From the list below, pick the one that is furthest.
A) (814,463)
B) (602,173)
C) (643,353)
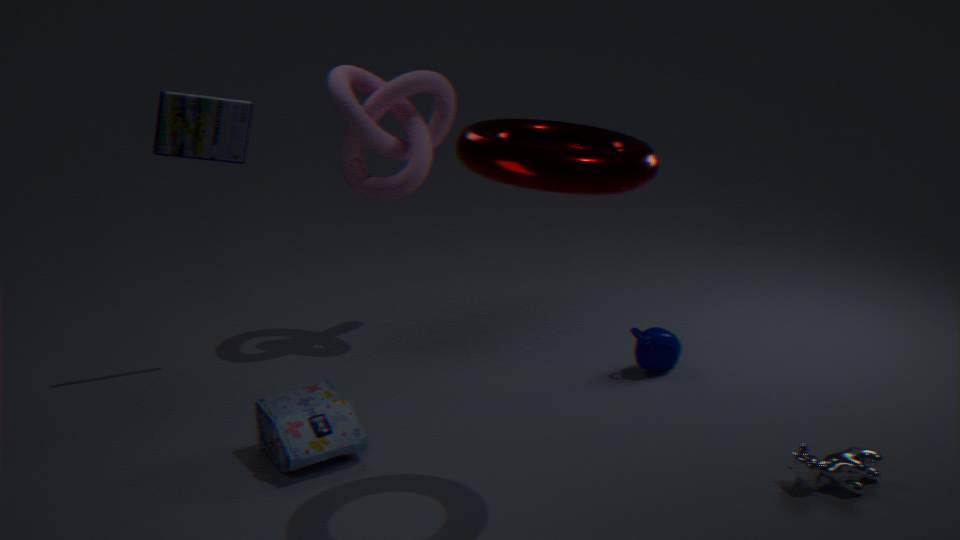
(643,353)
